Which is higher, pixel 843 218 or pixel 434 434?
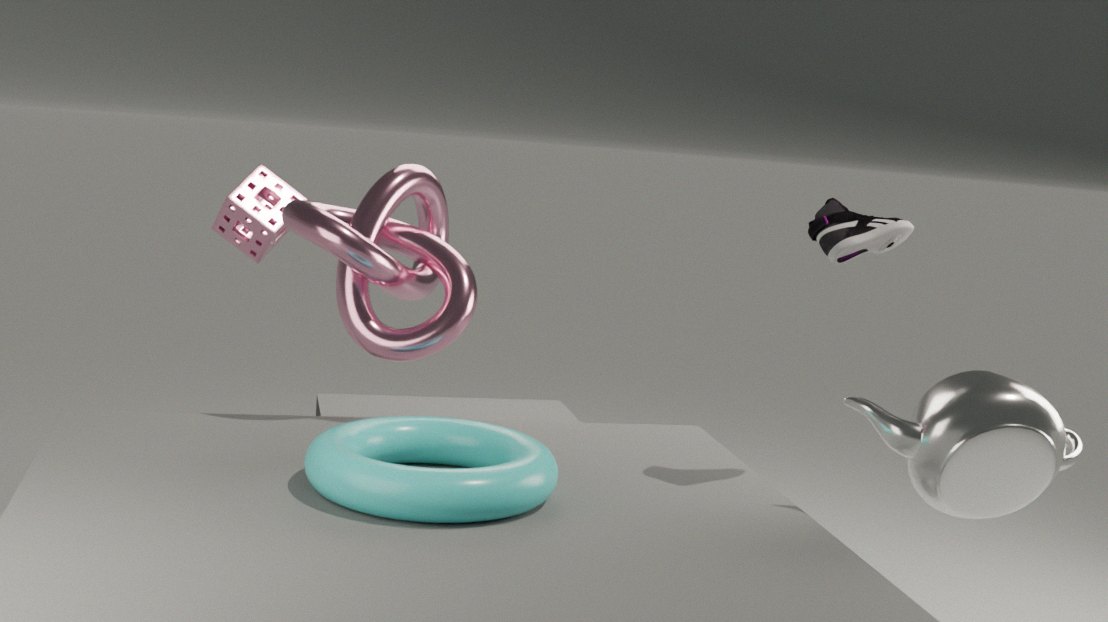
pixel 843 218
